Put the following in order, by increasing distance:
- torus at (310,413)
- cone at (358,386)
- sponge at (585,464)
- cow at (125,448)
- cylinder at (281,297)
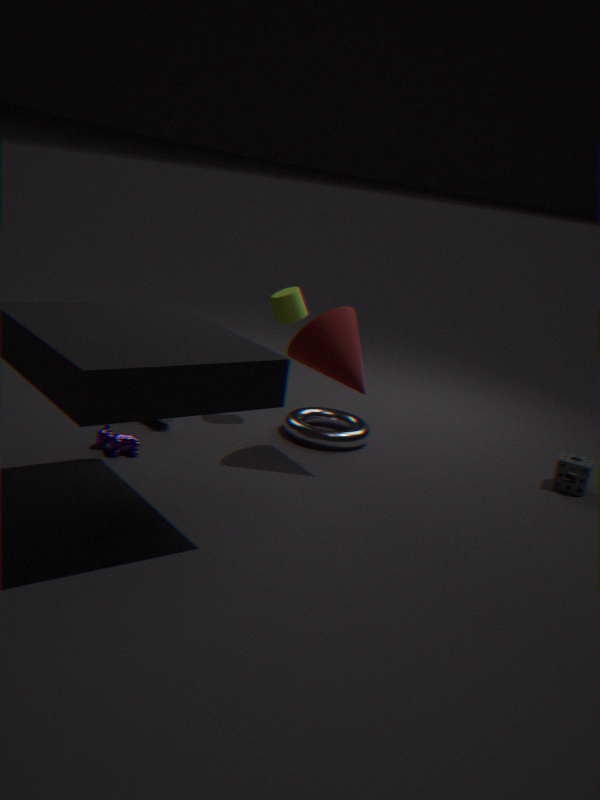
cow at (125,448)
cone at (358,386)
sponge at (585,464)
torus at (310,413)
cylinder at (281,297)
